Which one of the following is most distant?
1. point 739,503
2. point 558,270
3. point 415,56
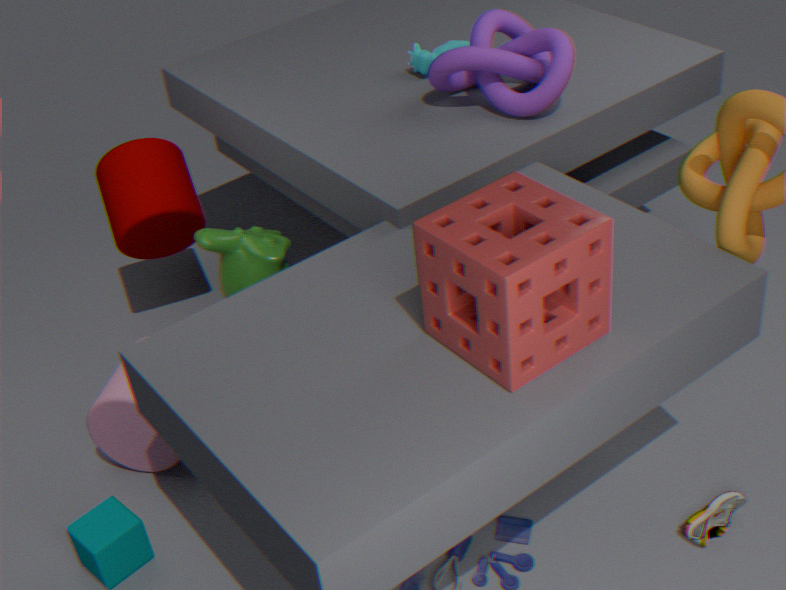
point 415,56
